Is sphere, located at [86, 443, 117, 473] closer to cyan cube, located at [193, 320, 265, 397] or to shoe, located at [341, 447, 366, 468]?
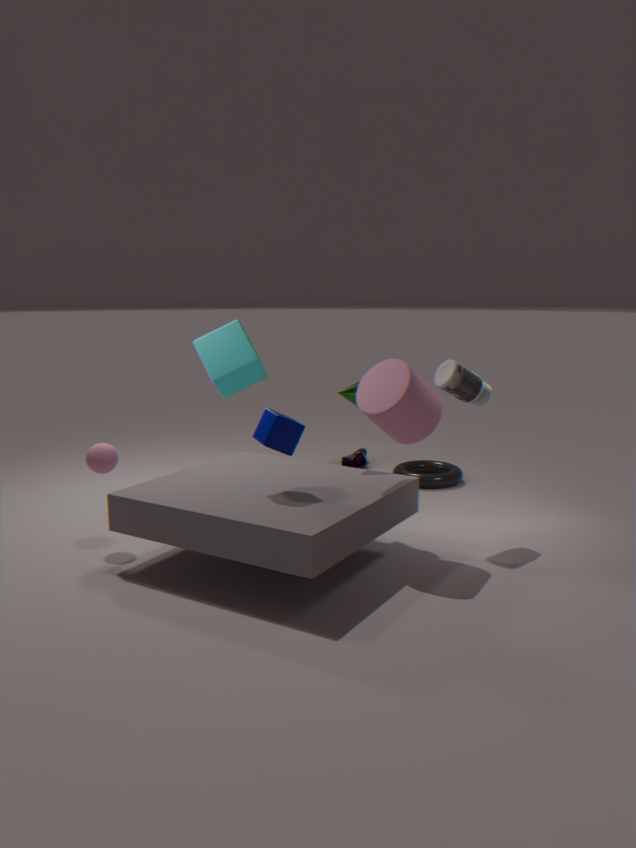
cyan cube, located at [193, 320, 265, 397]
